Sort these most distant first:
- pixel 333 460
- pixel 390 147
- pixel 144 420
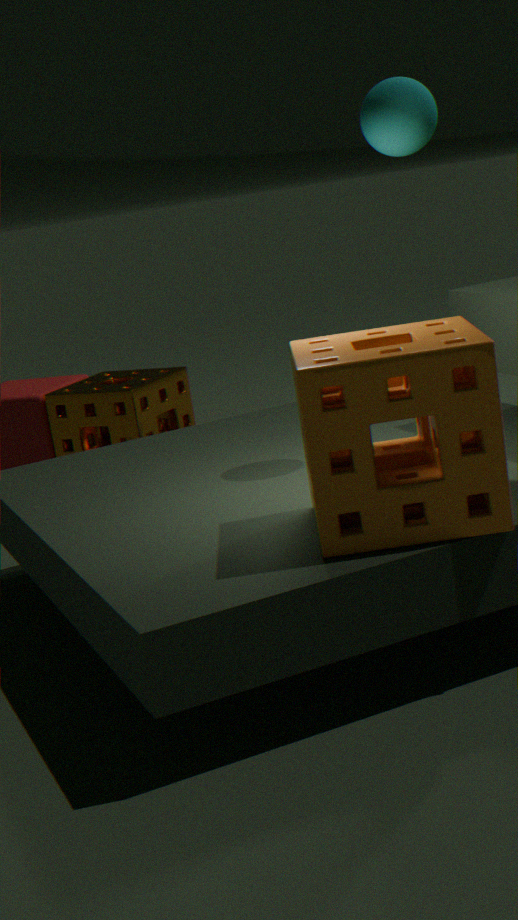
pixel 144 420 → pixel 390 147 → pixel 333 460
